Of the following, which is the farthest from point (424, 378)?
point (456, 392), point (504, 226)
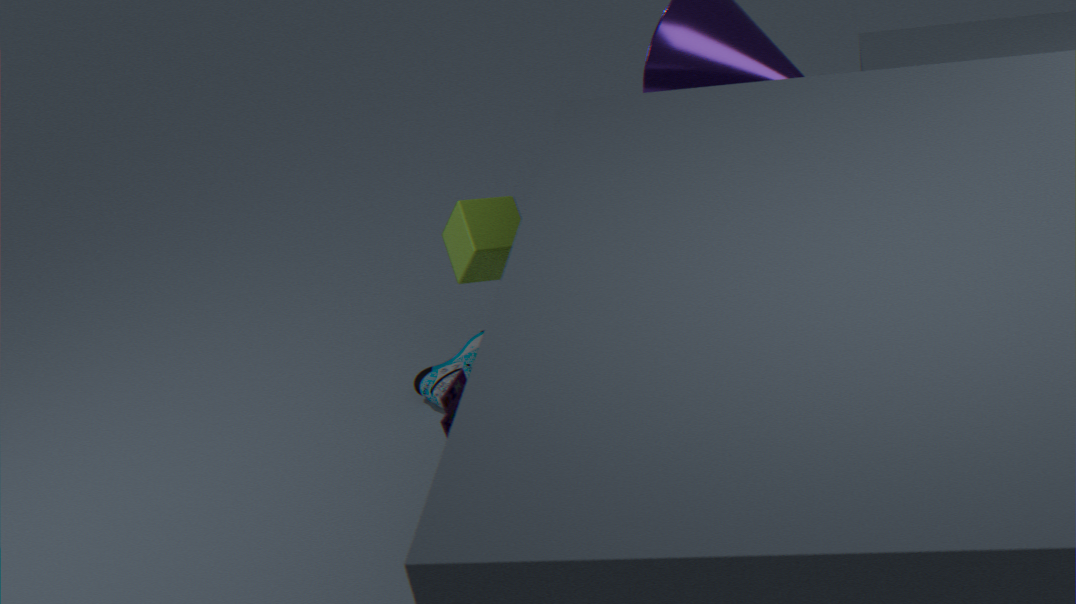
point (456, 392)
